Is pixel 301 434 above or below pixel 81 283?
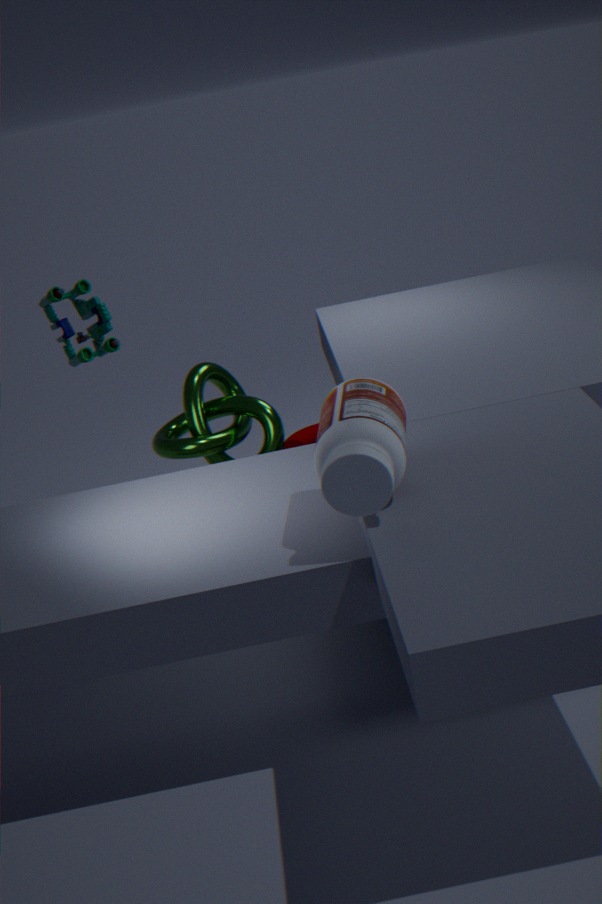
below
